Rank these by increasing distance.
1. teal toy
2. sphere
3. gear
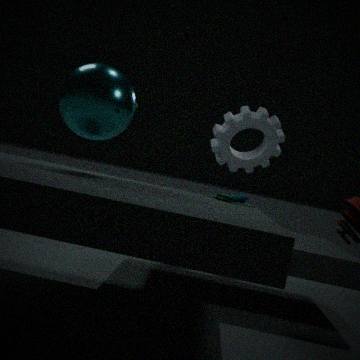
sphere, teal toy, gear
